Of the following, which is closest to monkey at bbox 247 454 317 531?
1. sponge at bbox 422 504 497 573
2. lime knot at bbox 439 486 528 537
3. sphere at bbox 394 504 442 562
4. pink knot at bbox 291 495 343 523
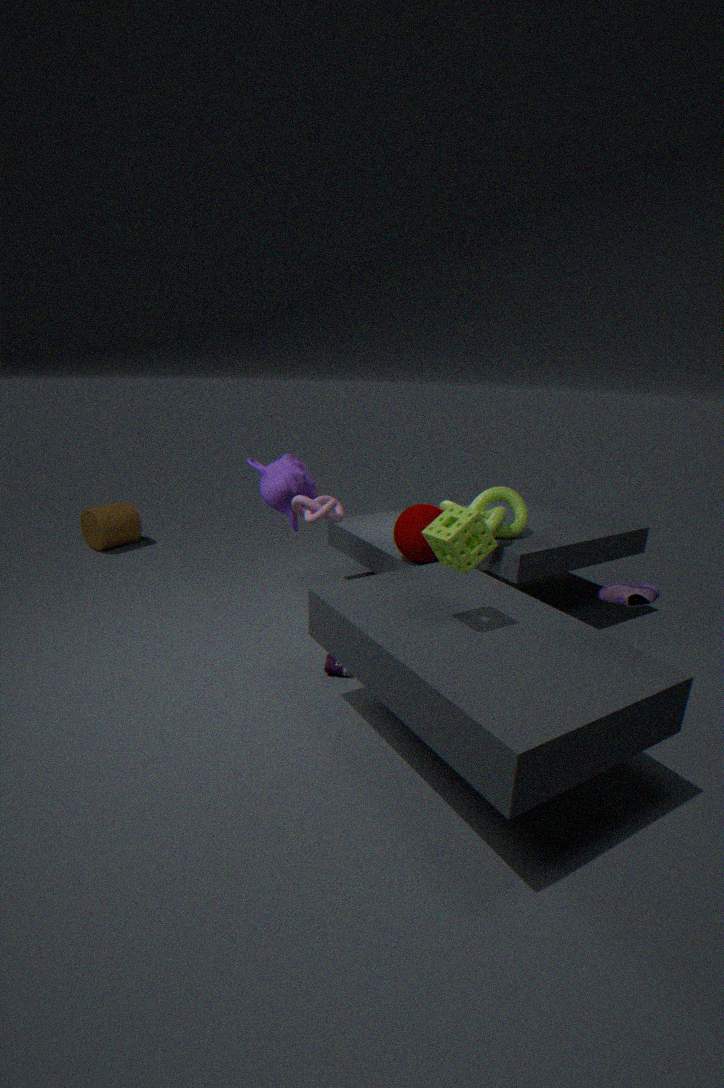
pink knot at bbox 291 495 343 523
